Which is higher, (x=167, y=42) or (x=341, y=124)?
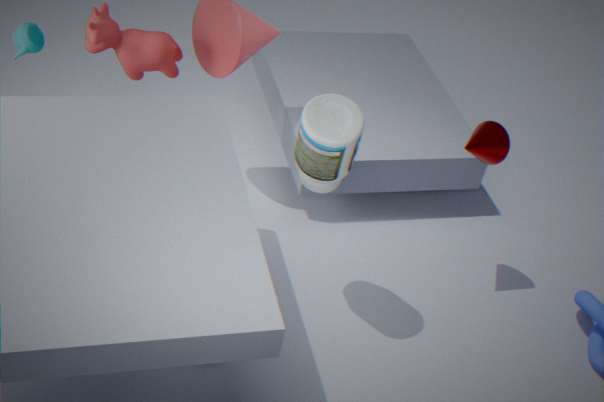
(x=341, y=124)
